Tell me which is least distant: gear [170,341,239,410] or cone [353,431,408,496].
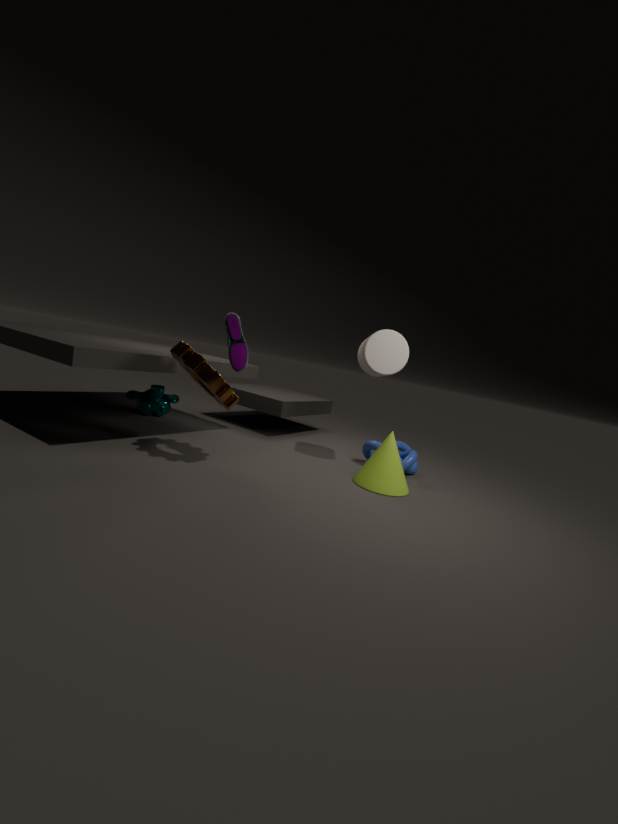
gear [170,341,239,410]
